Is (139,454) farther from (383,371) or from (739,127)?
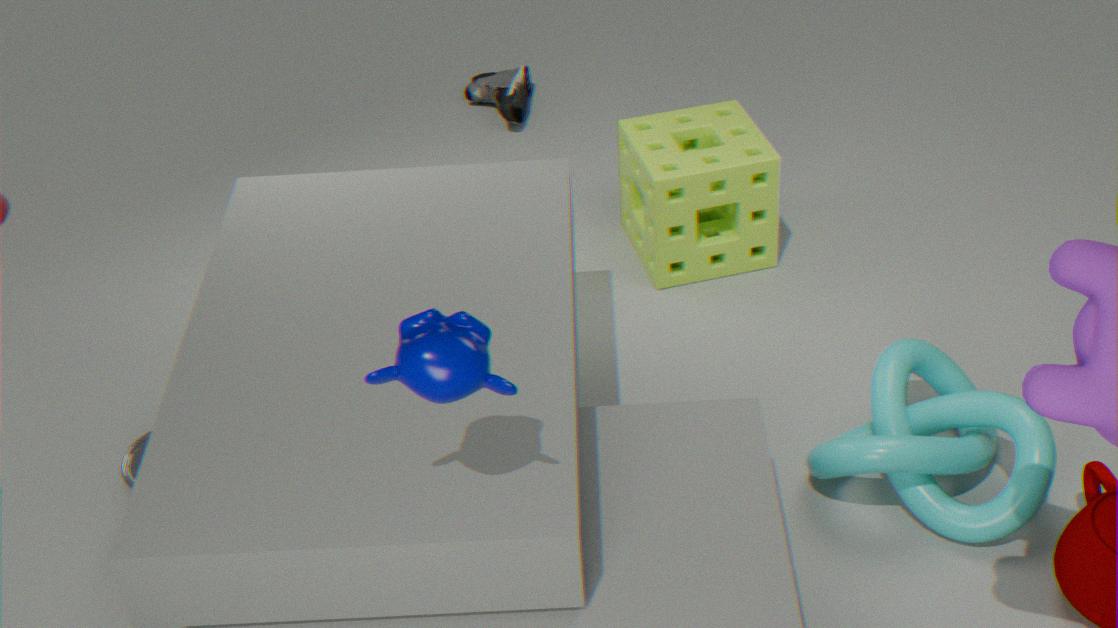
(739,127)
